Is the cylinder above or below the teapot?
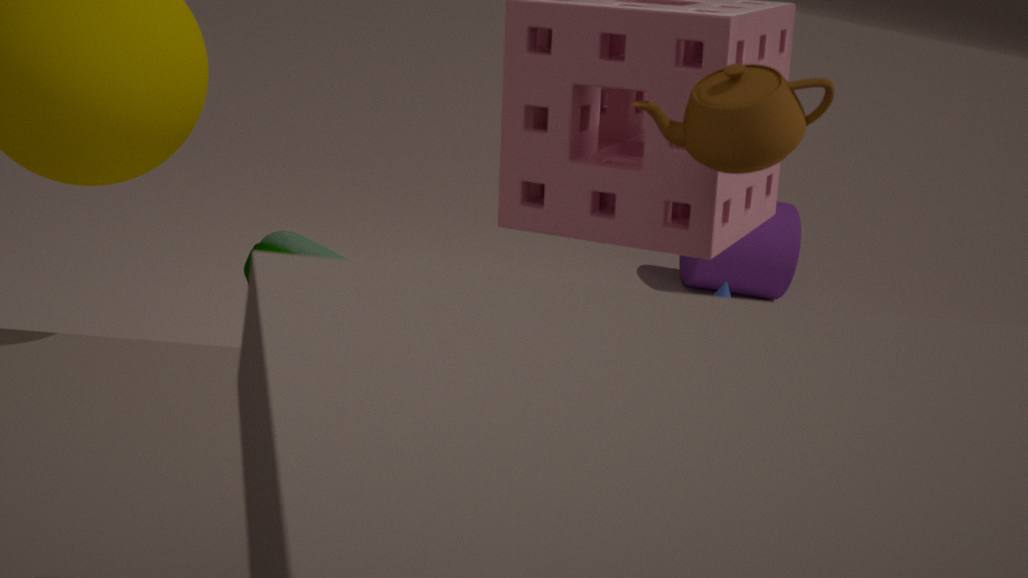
below
